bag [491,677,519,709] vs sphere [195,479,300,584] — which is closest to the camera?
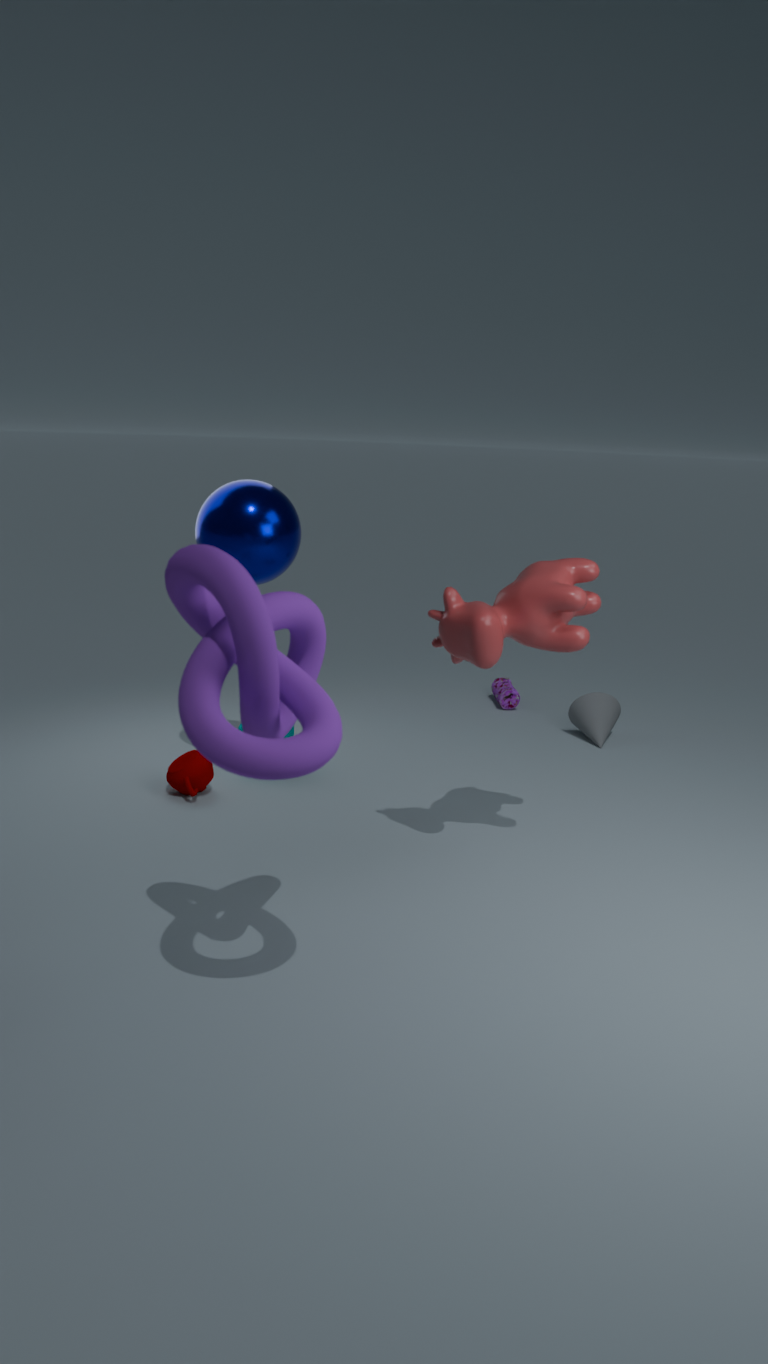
sphere [195,479,300,584]
